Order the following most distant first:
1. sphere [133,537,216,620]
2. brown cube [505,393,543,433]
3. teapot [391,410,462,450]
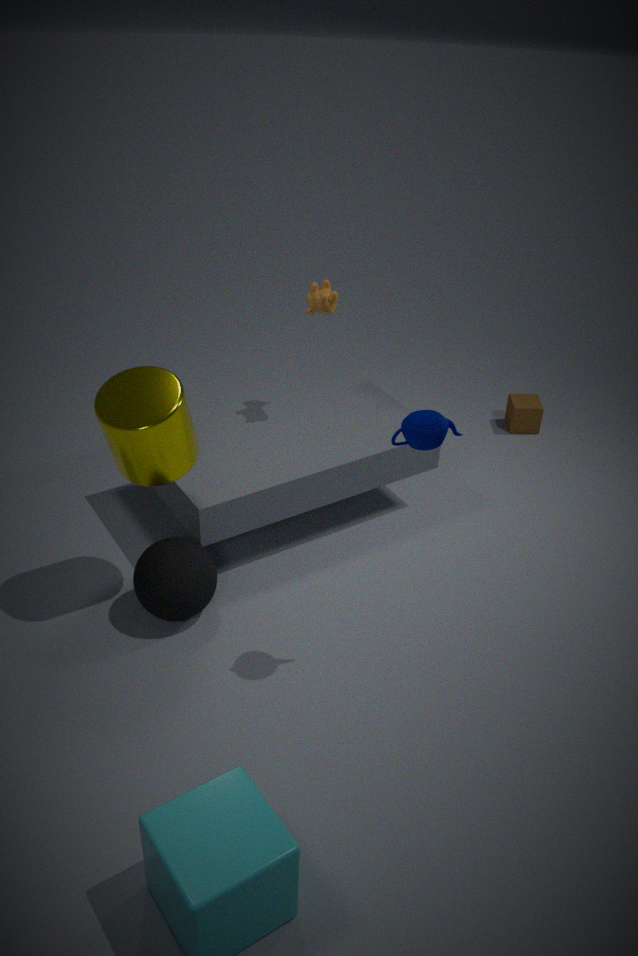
brown cube [505,393,543,433] < sphere [133,537,216,620] < teapot [391,410,462,450]
